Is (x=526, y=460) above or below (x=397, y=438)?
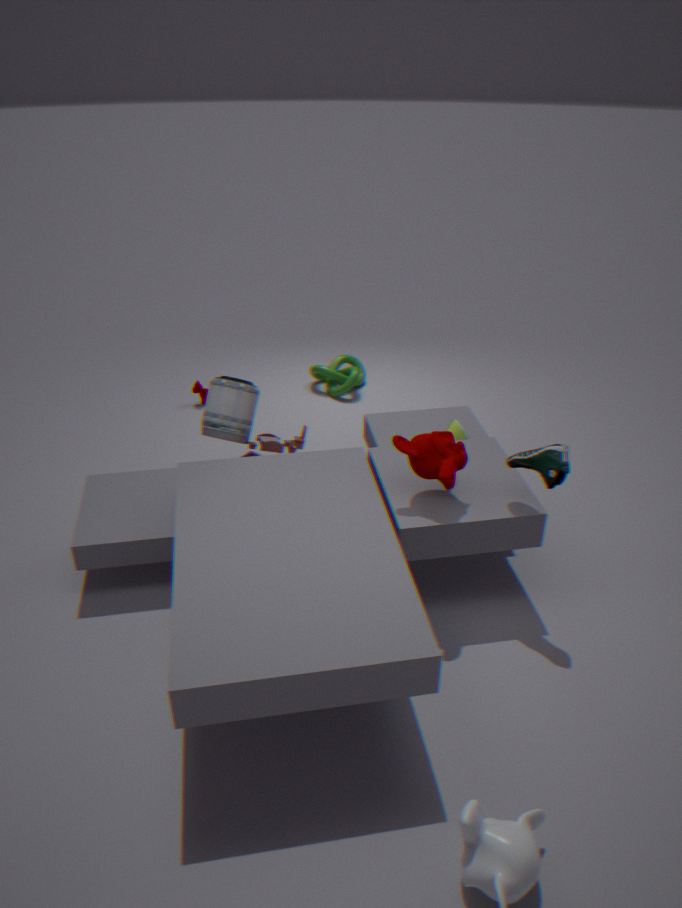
above
